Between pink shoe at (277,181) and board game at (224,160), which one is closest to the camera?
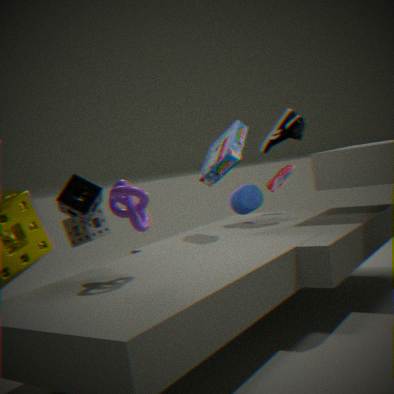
board game at (224,160)
